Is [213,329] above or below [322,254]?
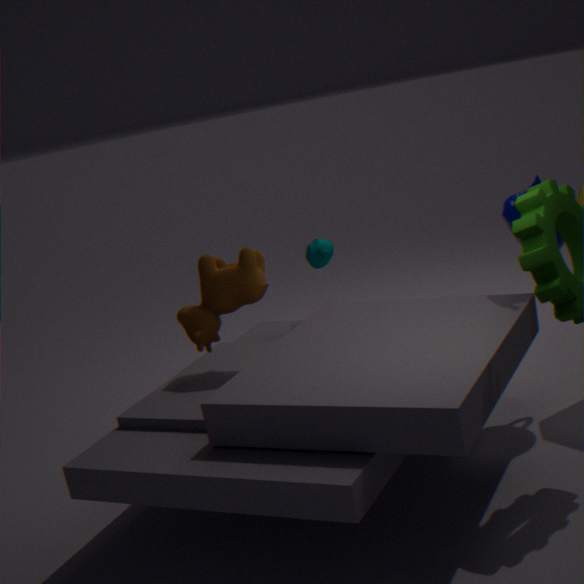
above
